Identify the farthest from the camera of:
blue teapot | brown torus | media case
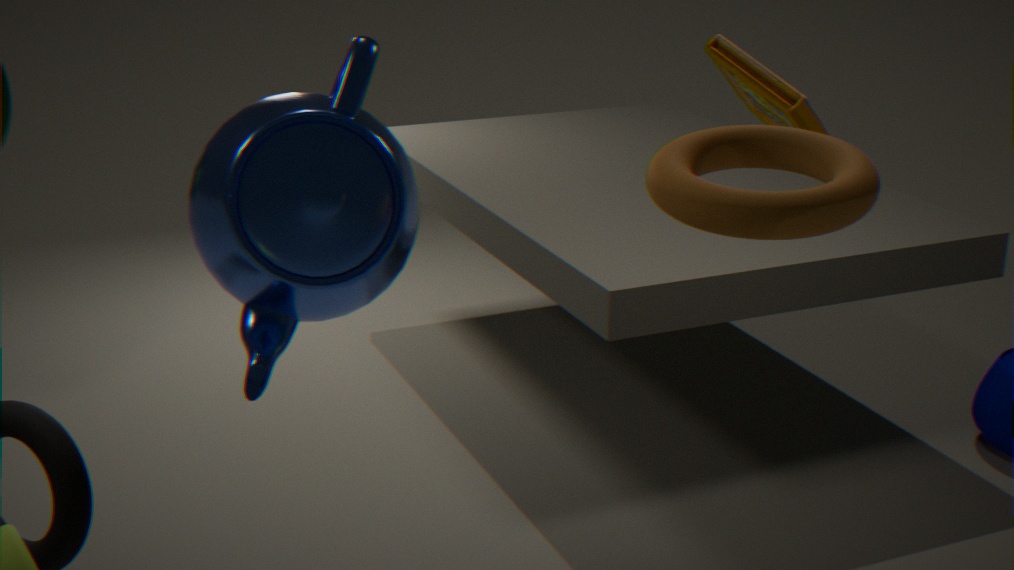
media case
